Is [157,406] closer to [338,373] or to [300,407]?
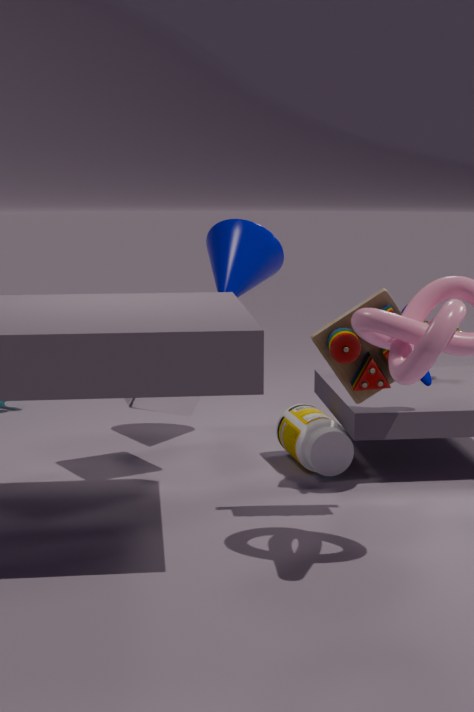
[300,407]
